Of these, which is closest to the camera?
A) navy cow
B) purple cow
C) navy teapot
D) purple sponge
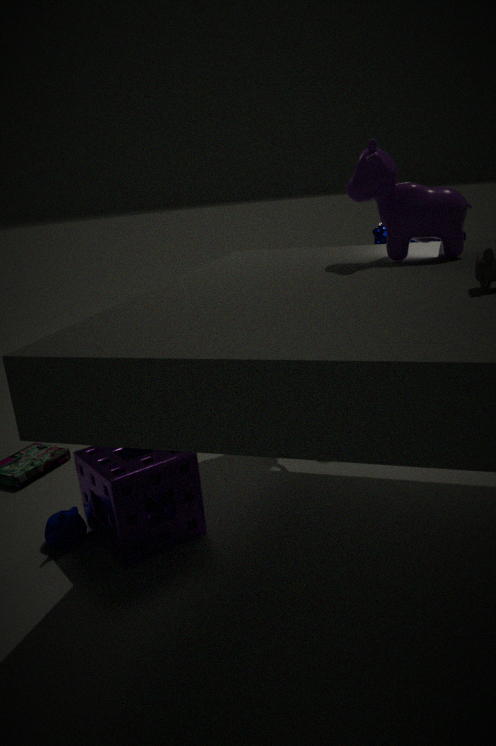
B. purple cow
